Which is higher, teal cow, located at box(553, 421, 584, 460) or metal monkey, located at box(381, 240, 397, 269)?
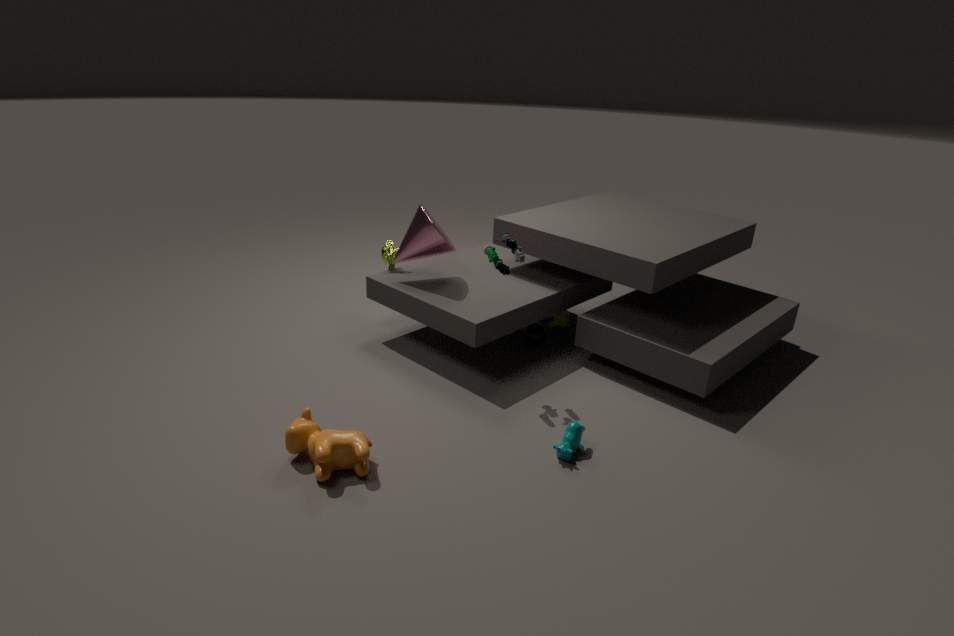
metal monkey, located at box(381, 240, 397, 269)
